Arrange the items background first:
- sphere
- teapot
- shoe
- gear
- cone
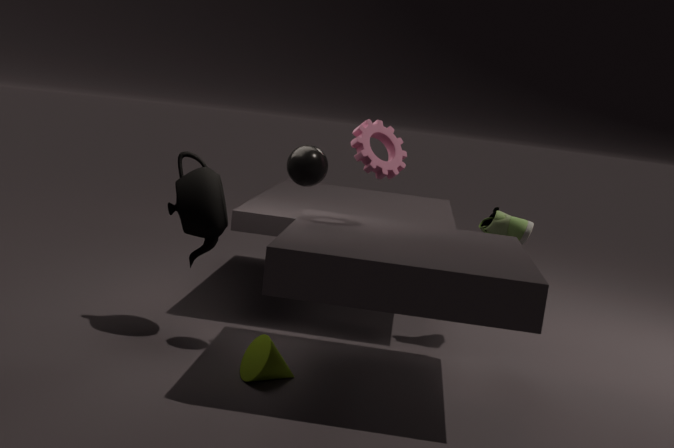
shoe, teapot, gear, sphere, cone
